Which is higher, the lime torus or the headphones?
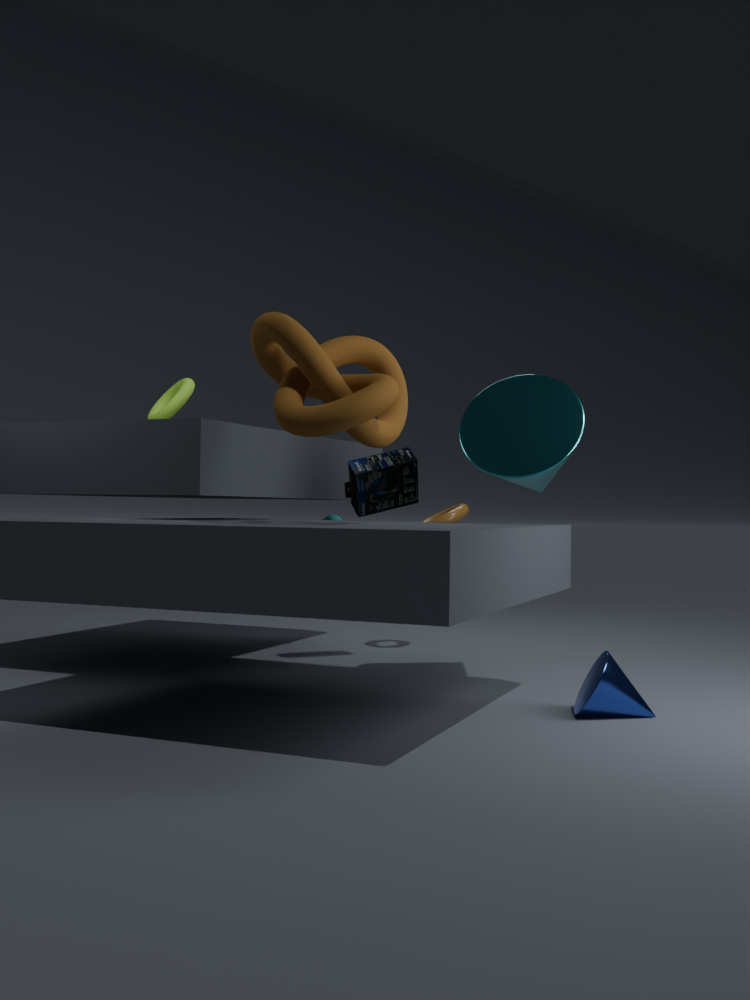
the lime torus
